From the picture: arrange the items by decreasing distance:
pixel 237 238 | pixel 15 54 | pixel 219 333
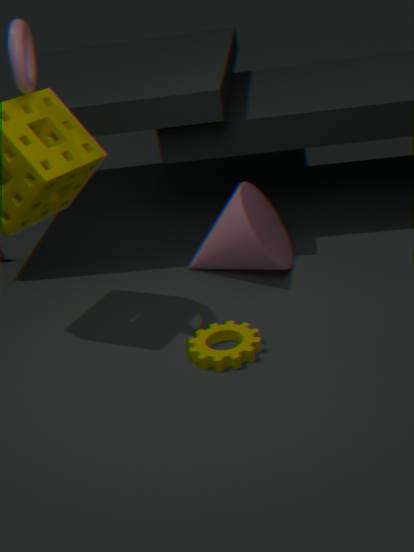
pixel 237 238
pixel 219 333
pixel 15 54
